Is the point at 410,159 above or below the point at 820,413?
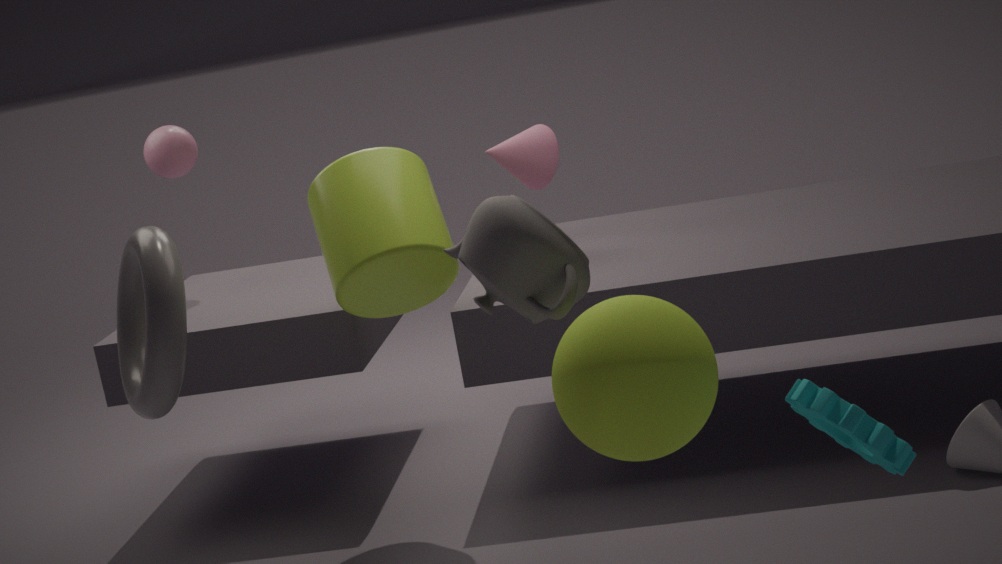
above
